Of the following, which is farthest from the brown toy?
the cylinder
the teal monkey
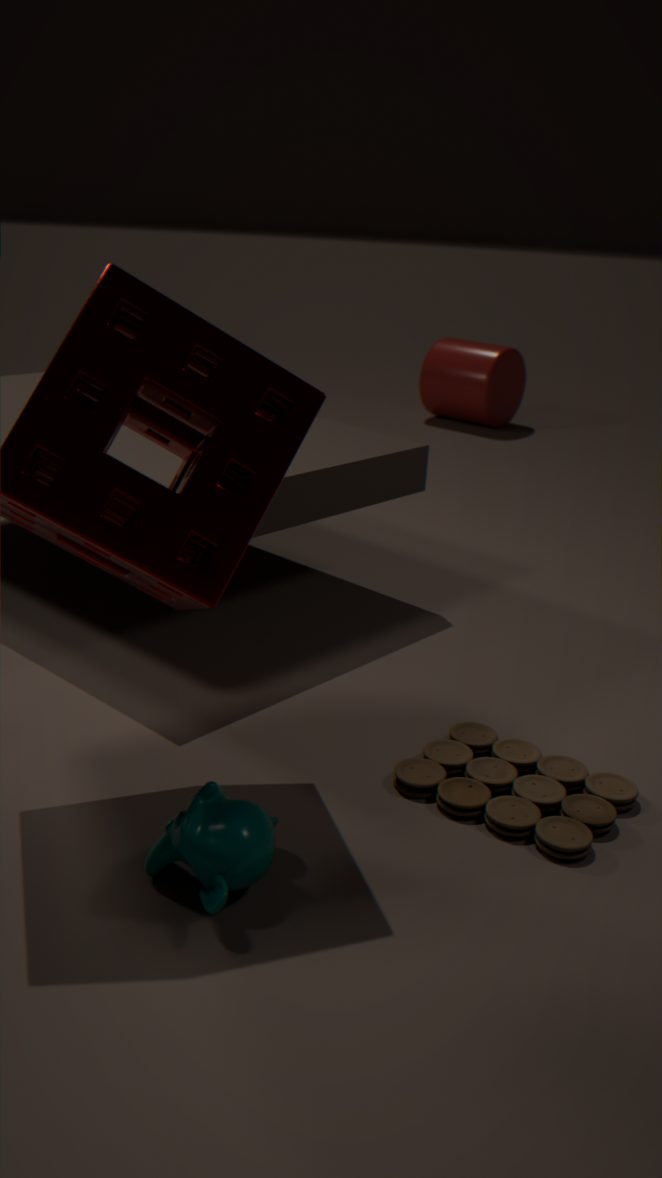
the cylinder
